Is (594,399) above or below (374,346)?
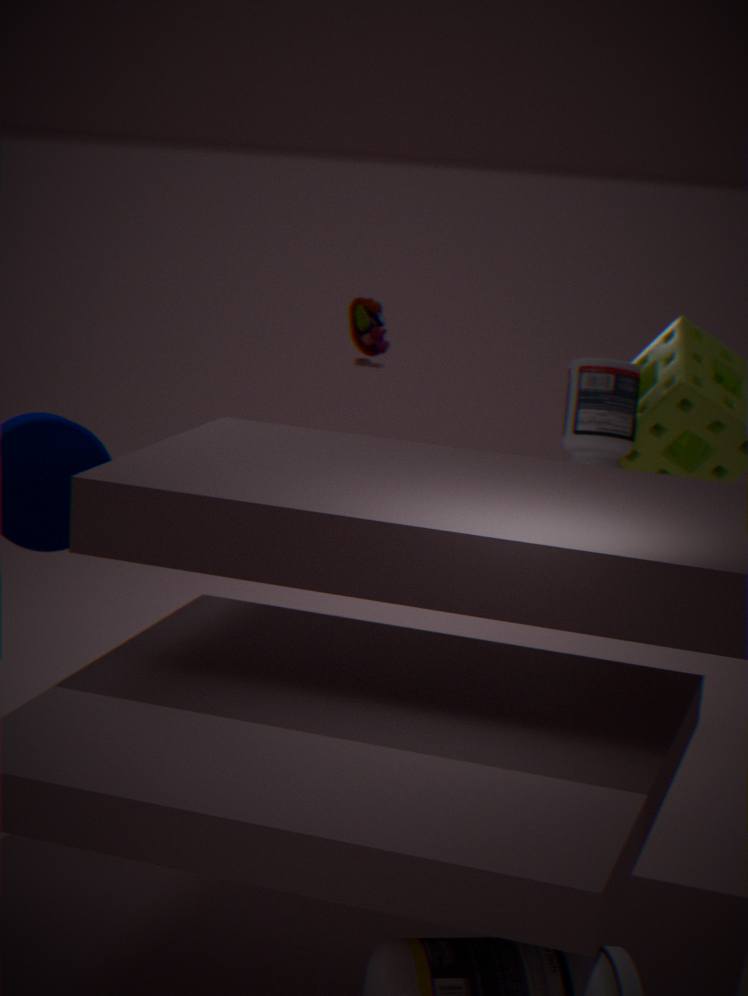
below
